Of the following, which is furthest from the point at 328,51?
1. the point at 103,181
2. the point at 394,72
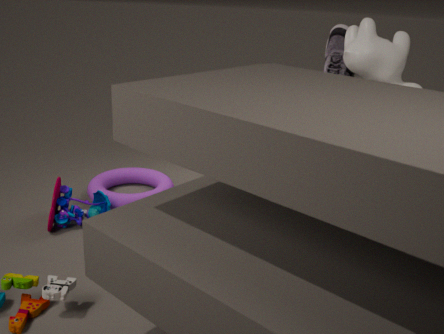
the point at 103,181
